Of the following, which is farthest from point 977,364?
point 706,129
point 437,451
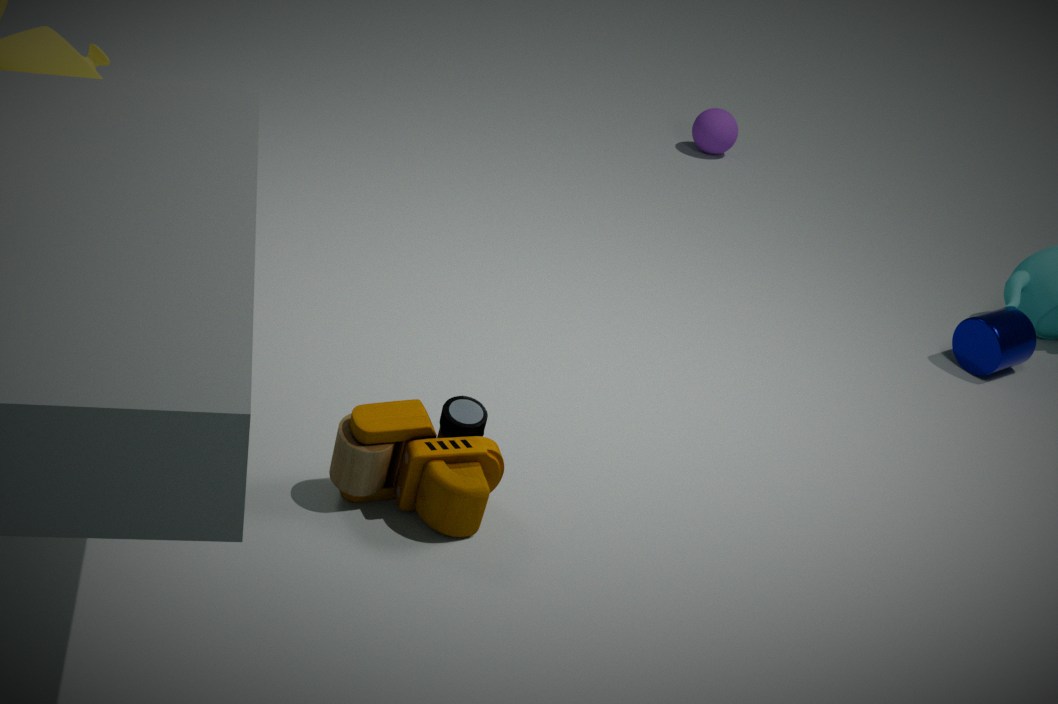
point 437,451
